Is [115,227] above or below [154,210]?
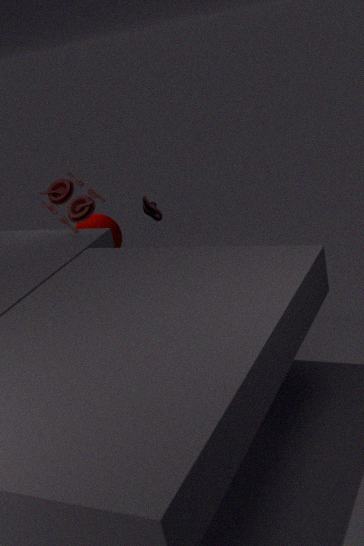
below
